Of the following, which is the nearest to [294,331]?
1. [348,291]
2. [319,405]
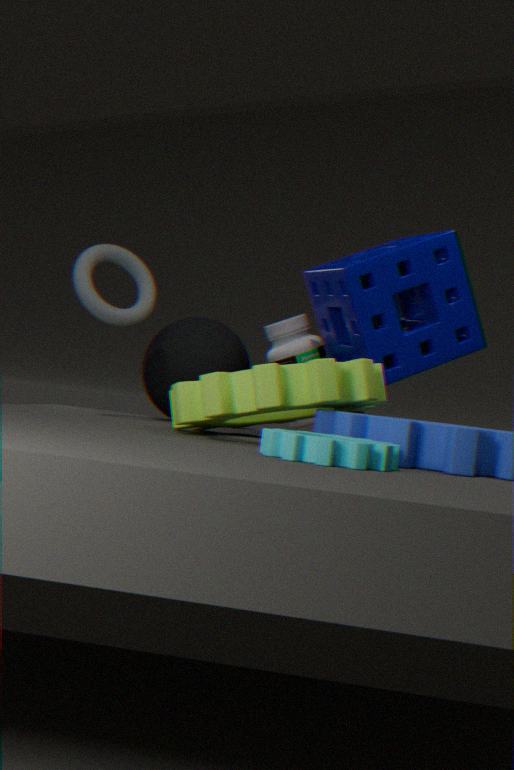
[348,291]
